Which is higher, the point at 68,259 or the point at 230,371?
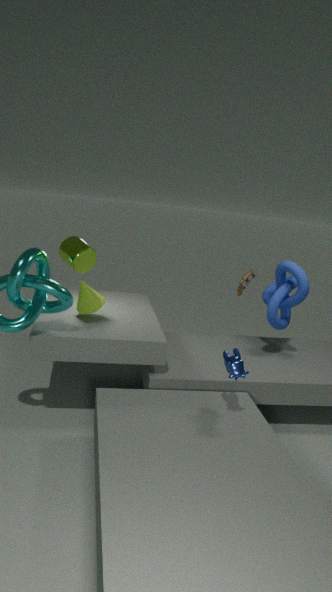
the point at 68,259
